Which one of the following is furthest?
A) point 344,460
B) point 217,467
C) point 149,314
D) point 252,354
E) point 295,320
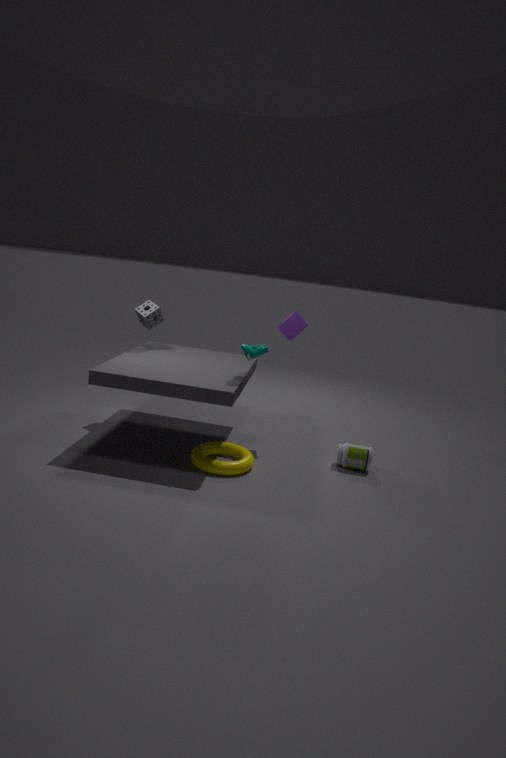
point 149,314
